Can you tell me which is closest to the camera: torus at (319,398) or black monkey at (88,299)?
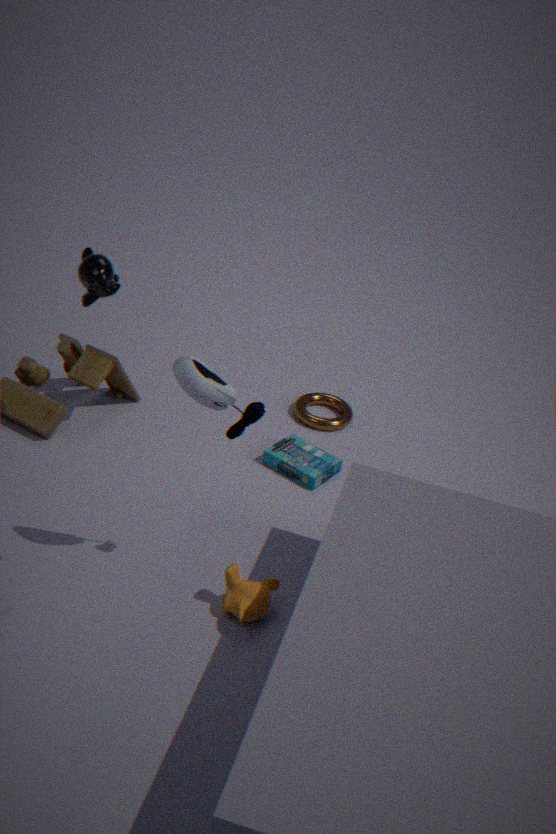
black monkey at (88,299)
